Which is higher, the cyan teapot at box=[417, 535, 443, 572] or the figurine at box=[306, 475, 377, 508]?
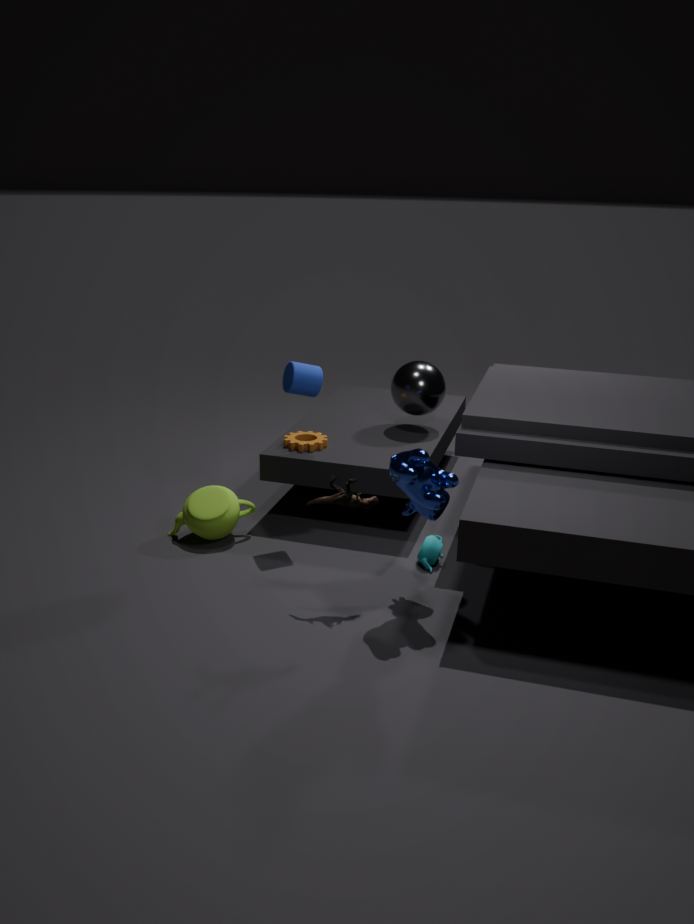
the figurine at box=[306, 475, 377, 508]
